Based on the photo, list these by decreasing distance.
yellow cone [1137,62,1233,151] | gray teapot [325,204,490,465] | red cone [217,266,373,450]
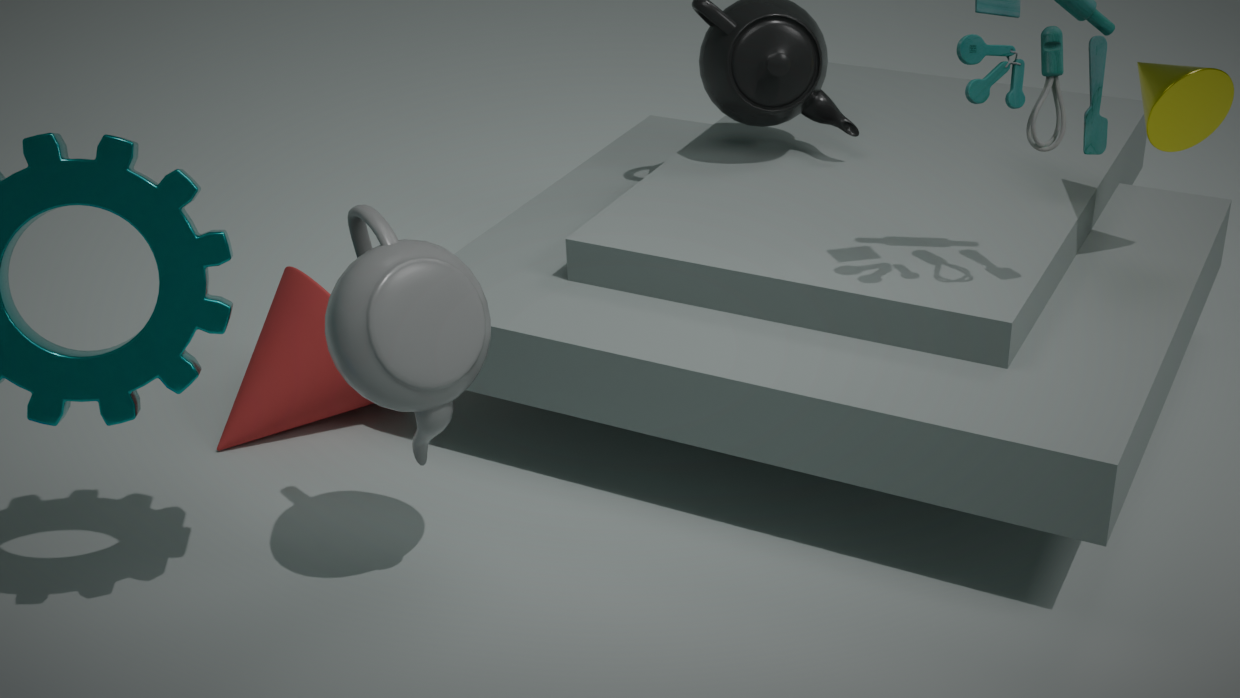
red cone [217,266,373,450]
yellow cone [1137,62,1233,151]
gray teapot [325,204,490,465]
